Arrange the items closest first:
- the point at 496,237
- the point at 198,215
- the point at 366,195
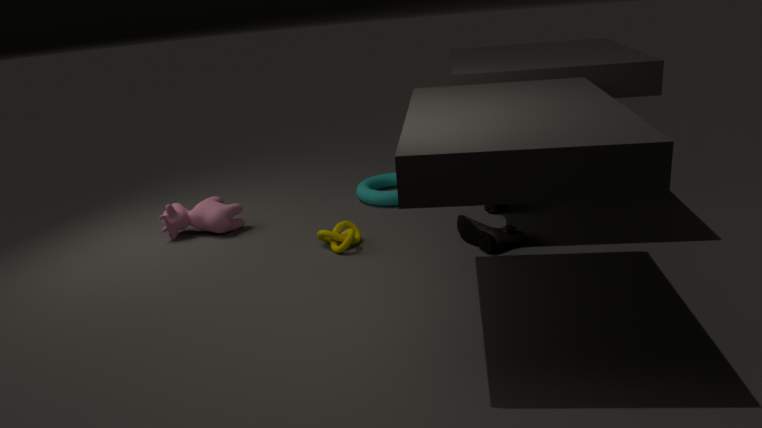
the point at 496,237, the point at 198,215, the point at 366,195
